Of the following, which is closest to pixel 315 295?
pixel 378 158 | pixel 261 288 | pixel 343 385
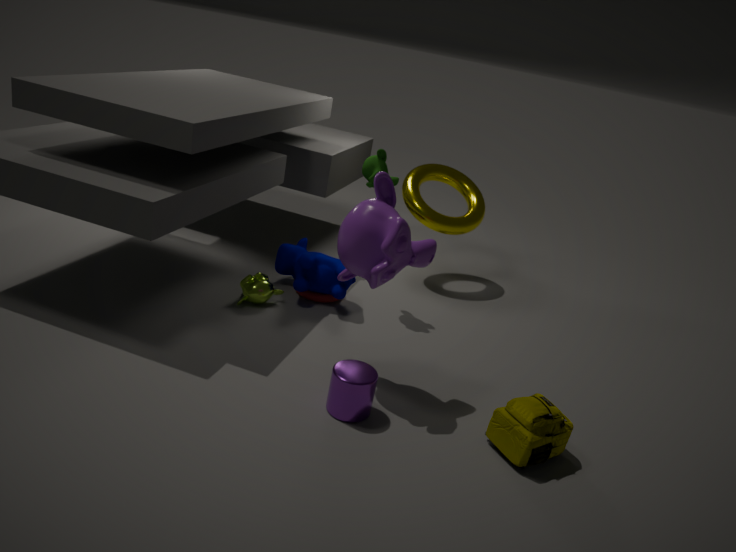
pixel 261 288
